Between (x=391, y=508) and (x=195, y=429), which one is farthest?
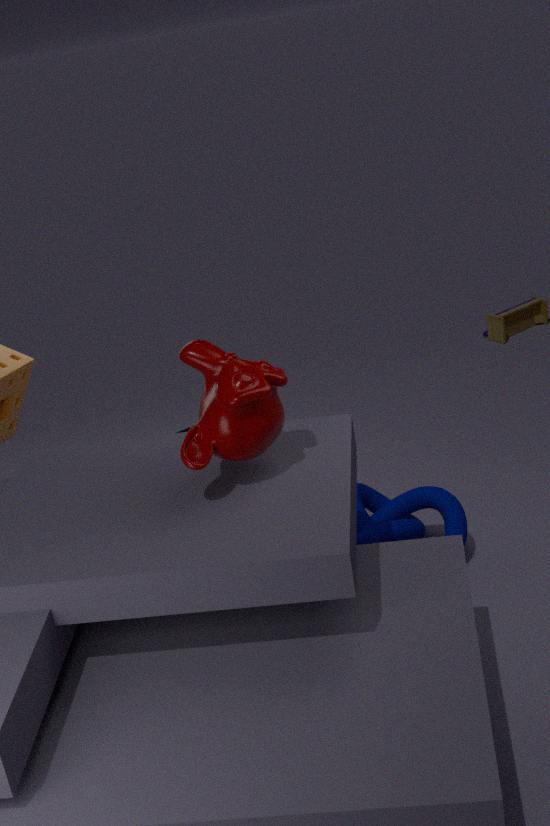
(x=391, y=508)
